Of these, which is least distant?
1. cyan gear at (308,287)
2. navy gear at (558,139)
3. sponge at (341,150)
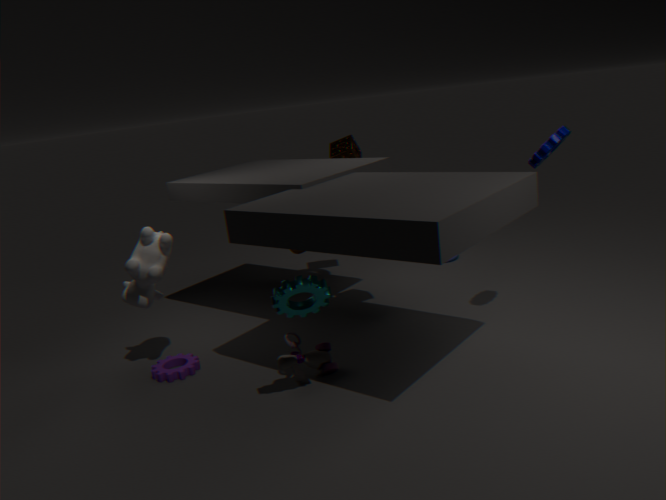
cyan gear at (308,287)
